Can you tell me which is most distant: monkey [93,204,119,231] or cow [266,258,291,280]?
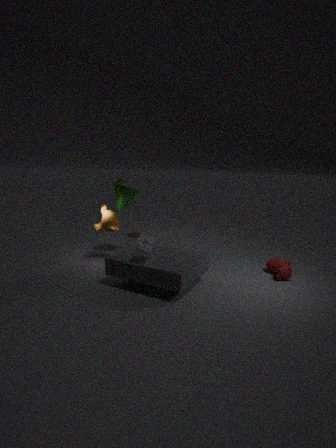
monkey [93,204,119,231]
